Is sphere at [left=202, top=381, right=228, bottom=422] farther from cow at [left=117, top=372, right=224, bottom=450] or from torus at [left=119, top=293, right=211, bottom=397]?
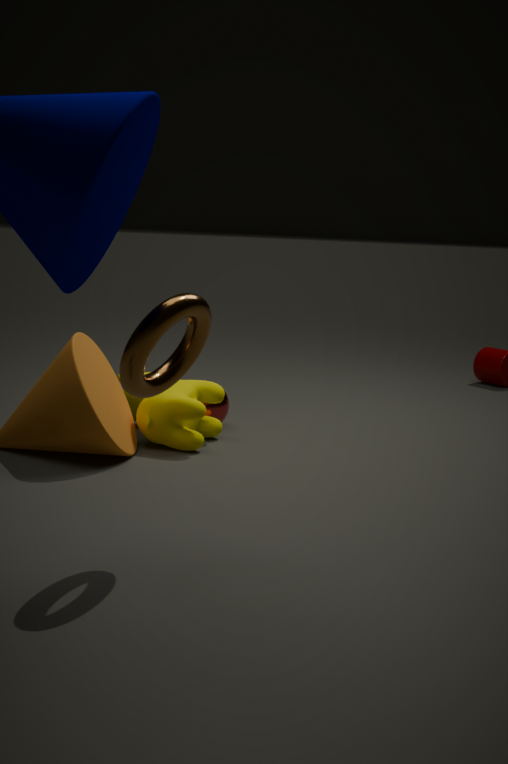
torus at [left=119, top=293, right=211, bottom=397]
